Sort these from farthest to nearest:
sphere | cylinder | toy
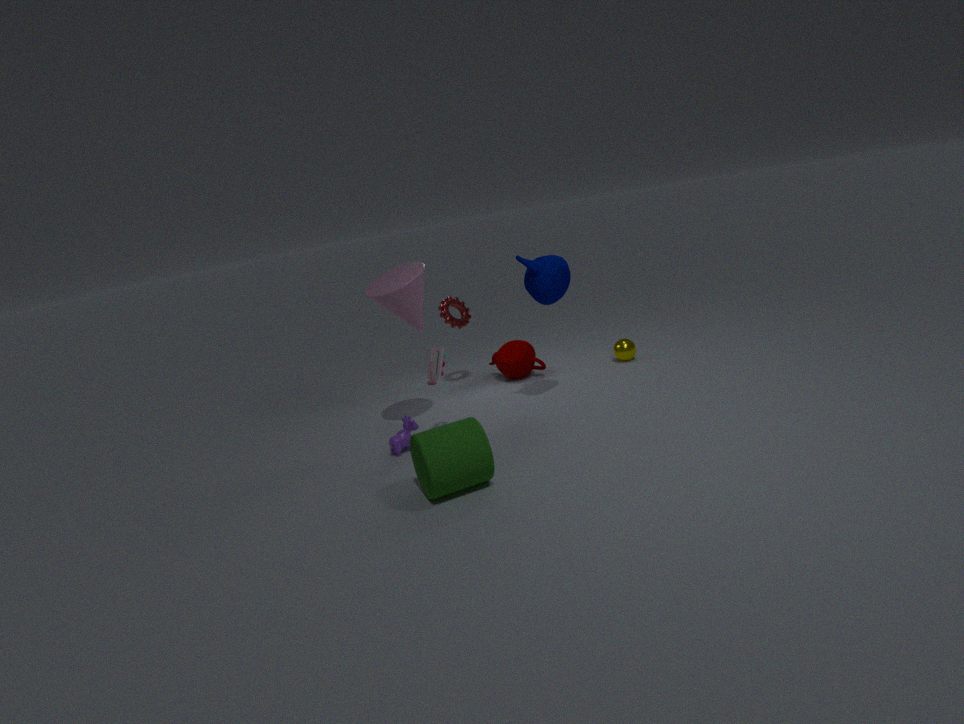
sphere → toy → cylinder
